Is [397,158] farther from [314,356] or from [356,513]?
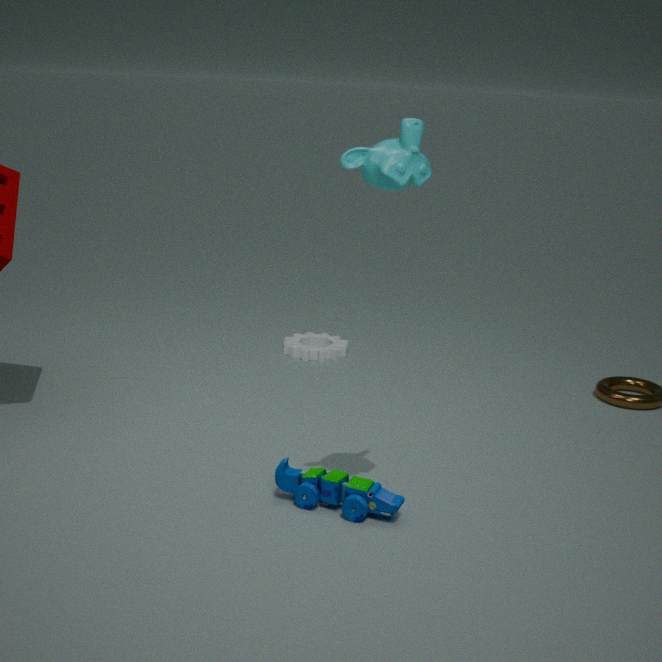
[314,356]
